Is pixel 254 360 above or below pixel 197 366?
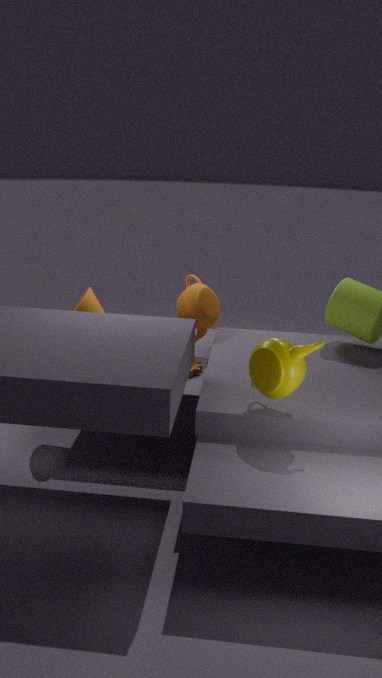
above
